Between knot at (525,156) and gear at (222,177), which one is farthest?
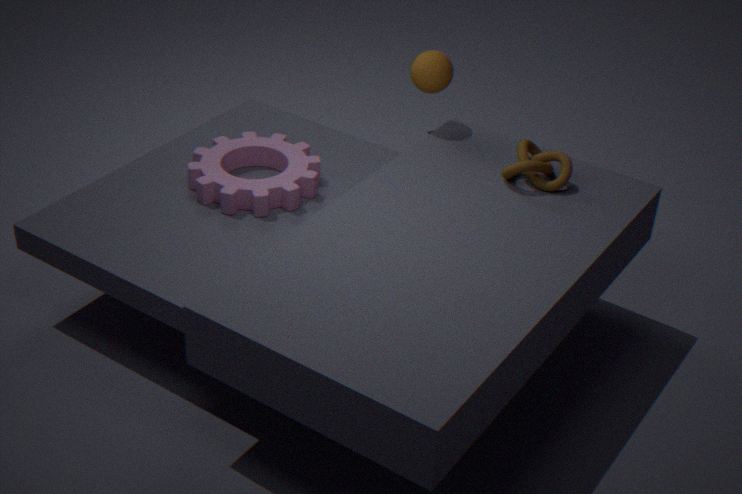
gear at (222,177)
